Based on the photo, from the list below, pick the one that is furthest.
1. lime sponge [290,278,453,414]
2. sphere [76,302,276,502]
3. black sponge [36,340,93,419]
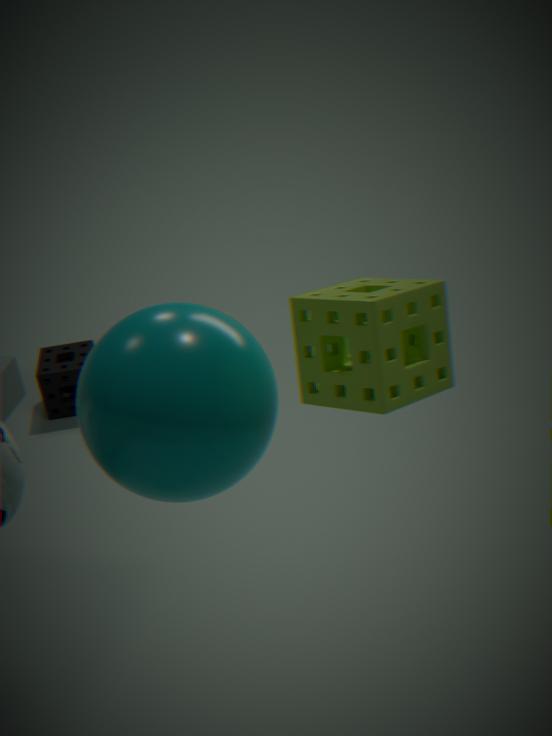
black sponge [36,340,93,419]
